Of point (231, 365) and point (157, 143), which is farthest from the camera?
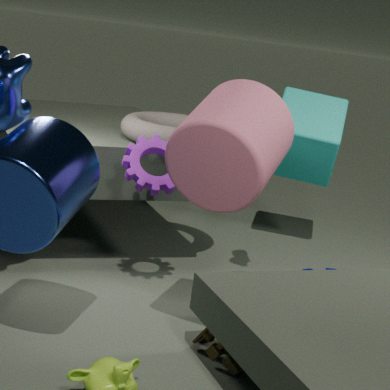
point (157, 143)
